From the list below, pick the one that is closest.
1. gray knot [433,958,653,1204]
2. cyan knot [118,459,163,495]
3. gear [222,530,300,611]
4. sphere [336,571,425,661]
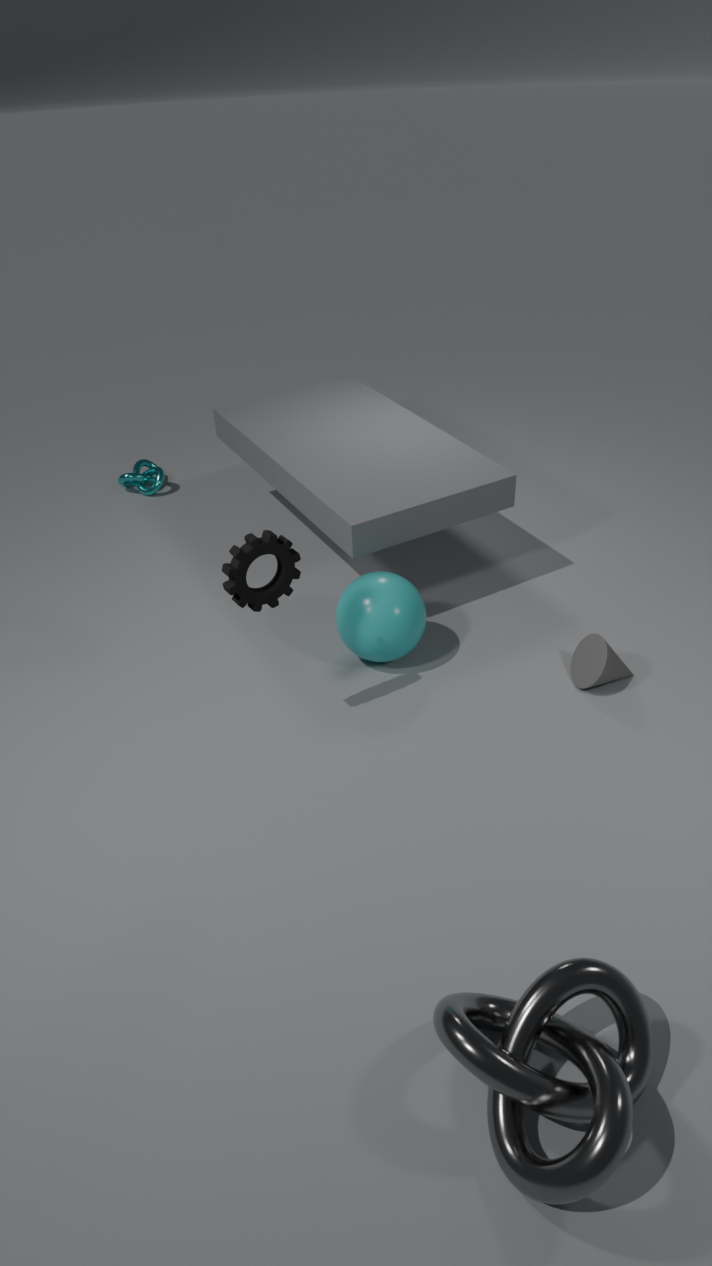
gray knot [433,958,653,1204]
